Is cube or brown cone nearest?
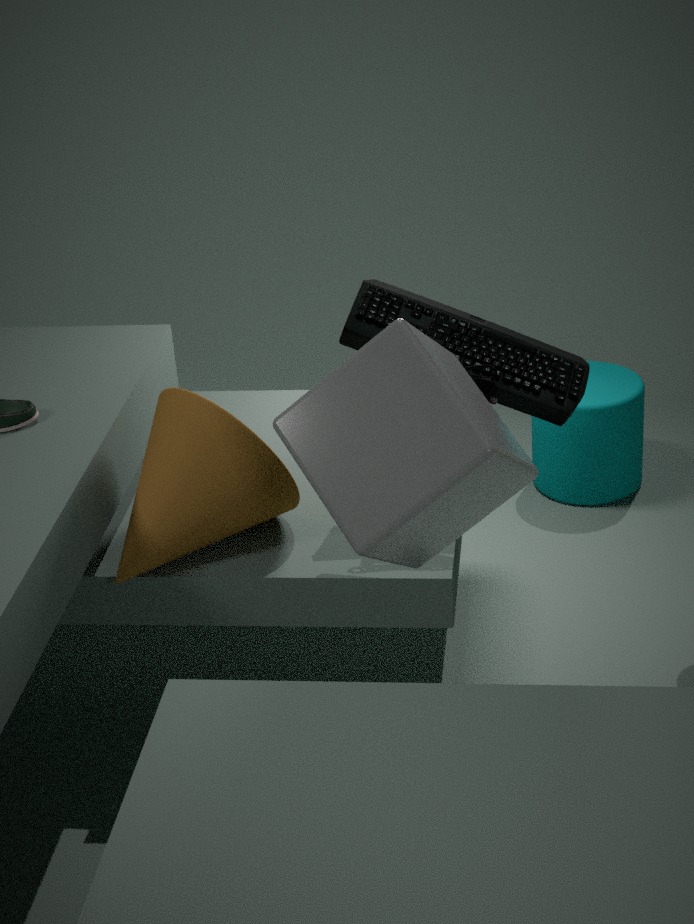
cube
